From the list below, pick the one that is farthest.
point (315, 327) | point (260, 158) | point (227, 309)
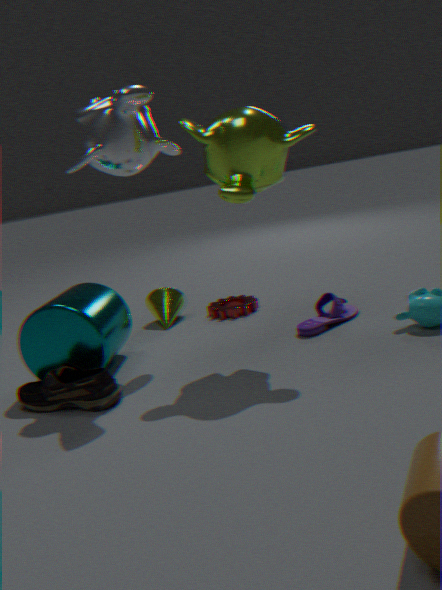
point (227, 309)
